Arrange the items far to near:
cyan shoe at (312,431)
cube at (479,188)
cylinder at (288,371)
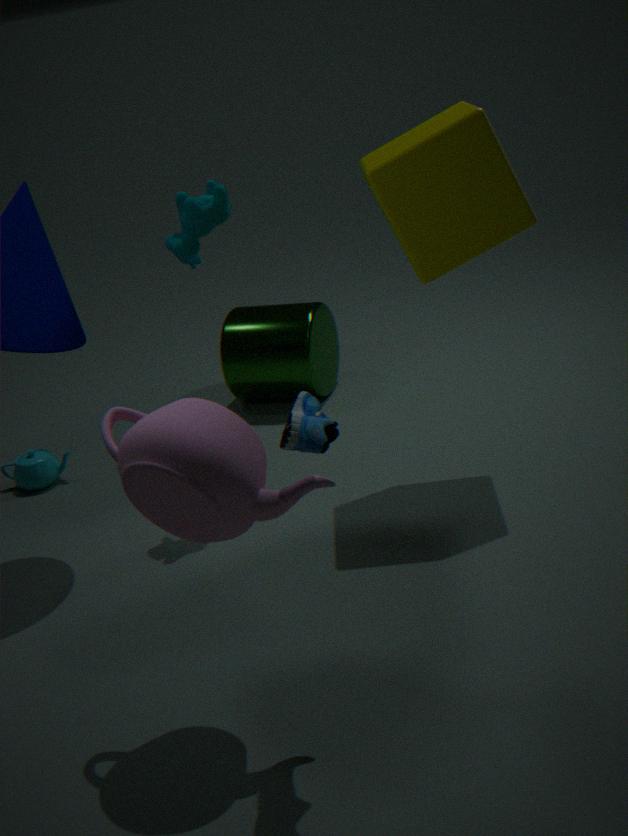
1. cylinder at (288,371)
2. cube at (479,188)
3. cyan shoe at (312,431)
